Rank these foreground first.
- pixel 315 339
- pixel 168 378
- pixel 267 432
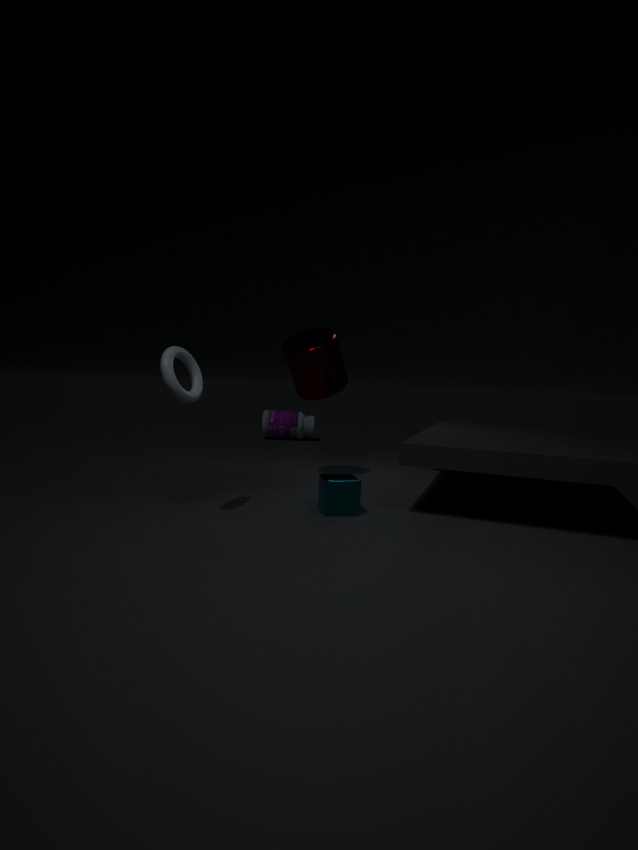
pixel 168 378
pixel 315 339
pixel 267 432
